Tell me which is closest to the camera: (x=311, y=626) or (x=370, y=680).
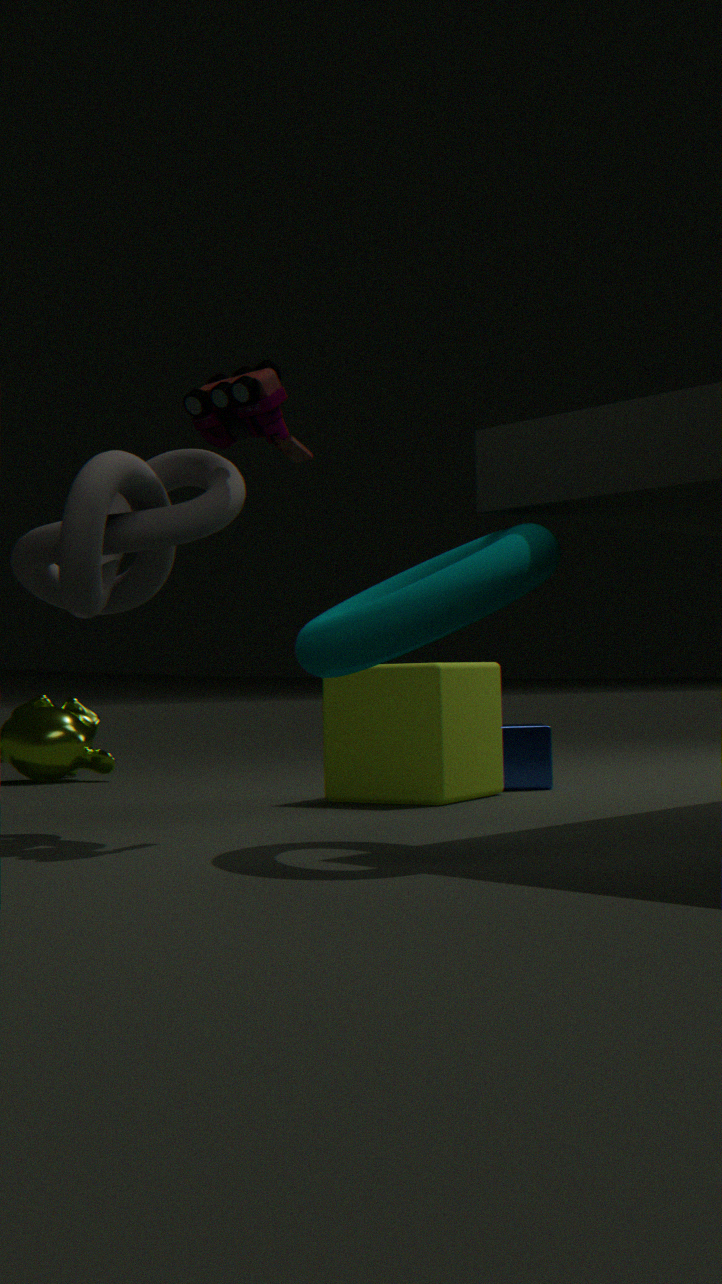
(x=311, y=626)
